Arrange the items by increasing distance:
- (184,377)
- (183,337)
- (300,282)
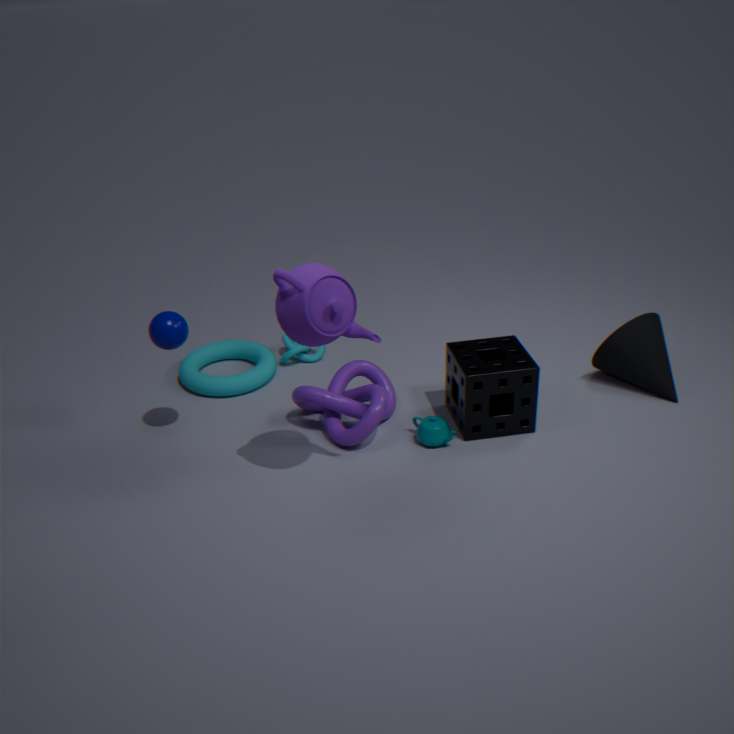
(300,282) < (183,337) < (184,377)
